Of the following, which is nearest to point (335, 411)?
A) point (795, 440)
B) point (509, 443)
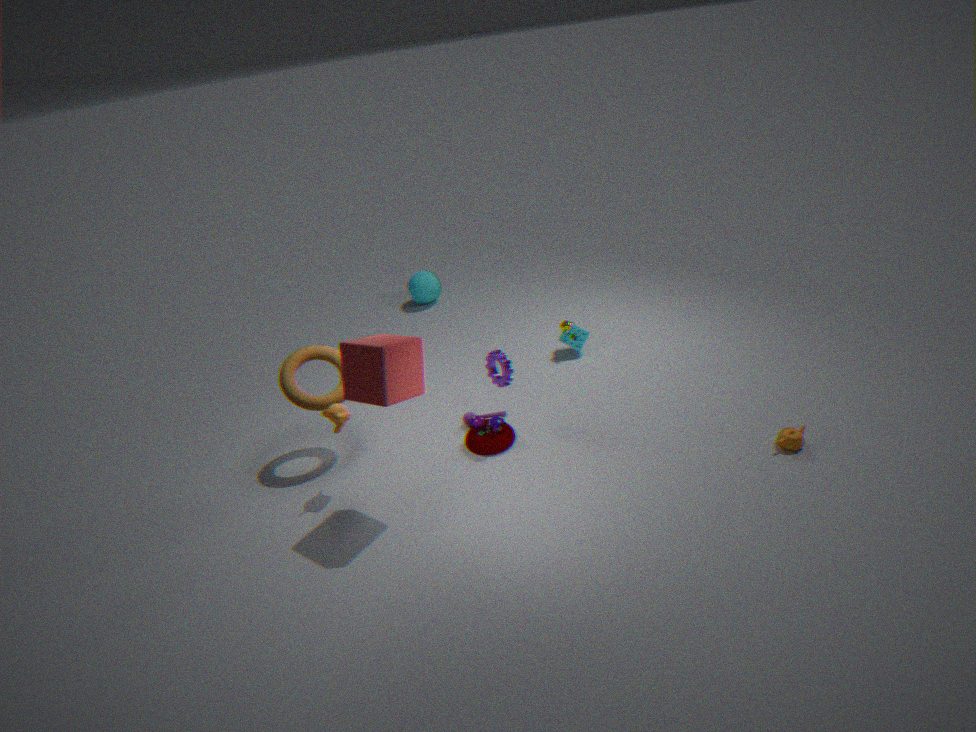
point (509, 443)
